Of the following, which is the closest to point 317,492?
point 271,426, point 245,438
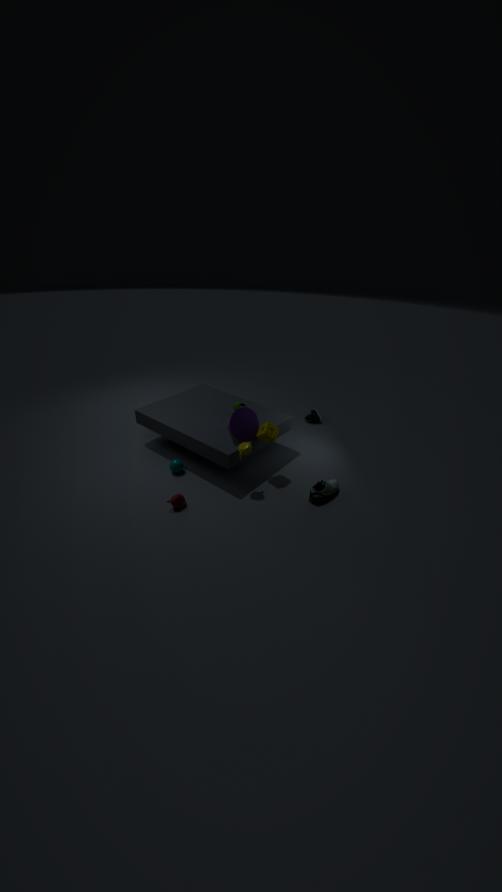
point 271,426
